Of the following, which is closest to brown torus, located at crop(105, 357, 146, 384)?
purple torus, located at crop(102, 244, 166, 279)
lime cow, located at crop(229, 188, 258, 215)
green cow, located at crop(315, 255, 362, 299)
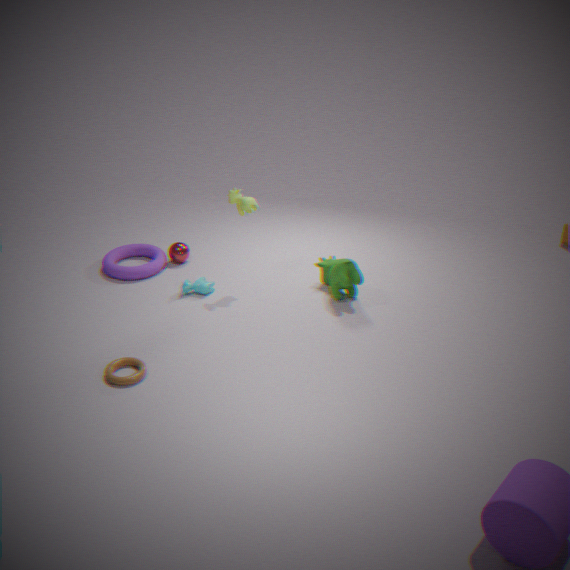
purple torus, located at crop(102, 244, 166, 279)
